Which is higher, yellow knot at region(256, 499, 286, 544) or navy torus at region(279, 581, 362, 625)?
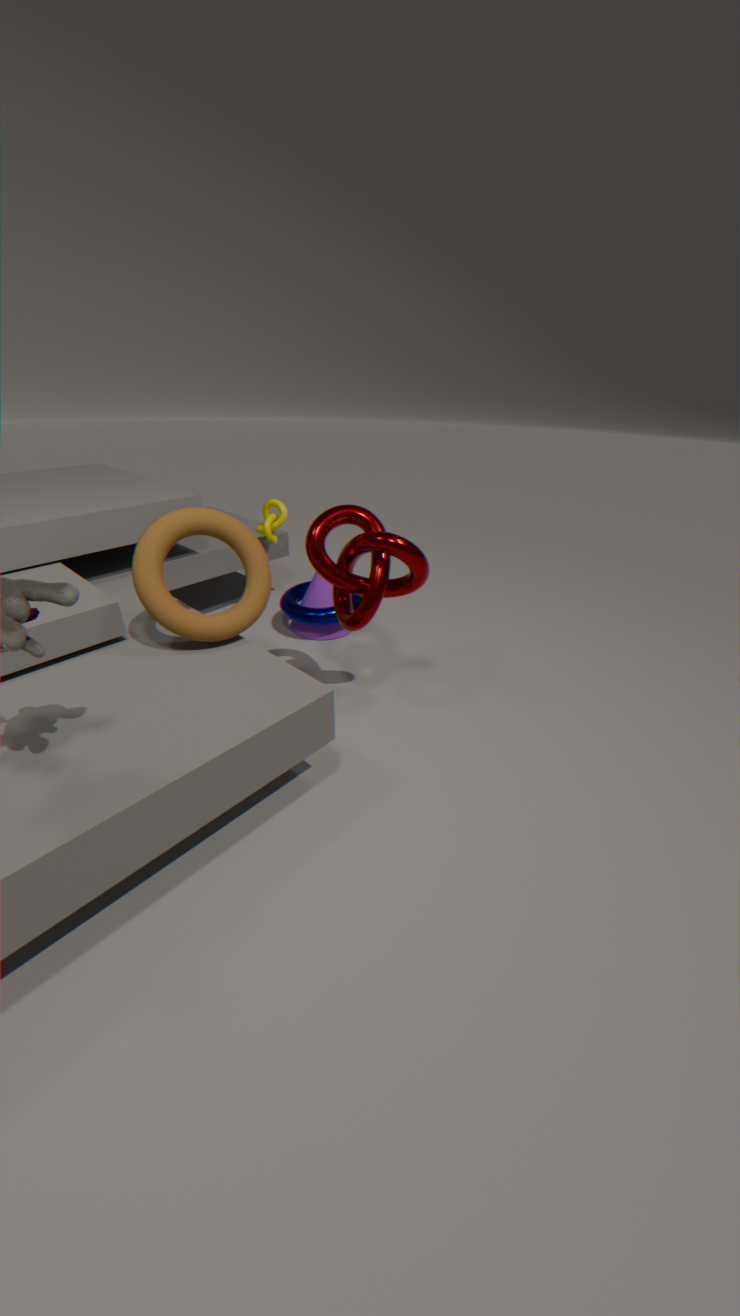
yellow knot at region(256, 499, 286, 544)
